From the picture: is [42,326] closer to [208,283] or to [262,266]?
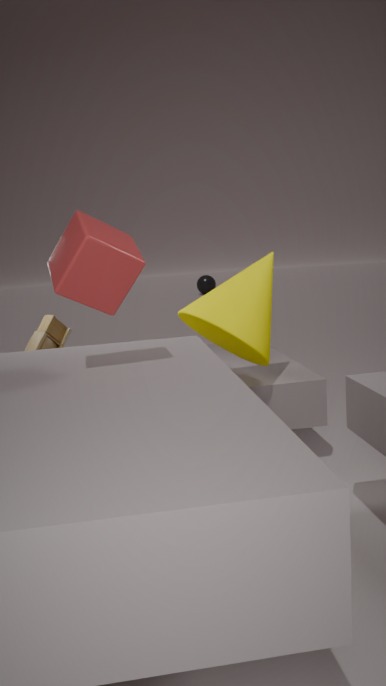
[262,266]
